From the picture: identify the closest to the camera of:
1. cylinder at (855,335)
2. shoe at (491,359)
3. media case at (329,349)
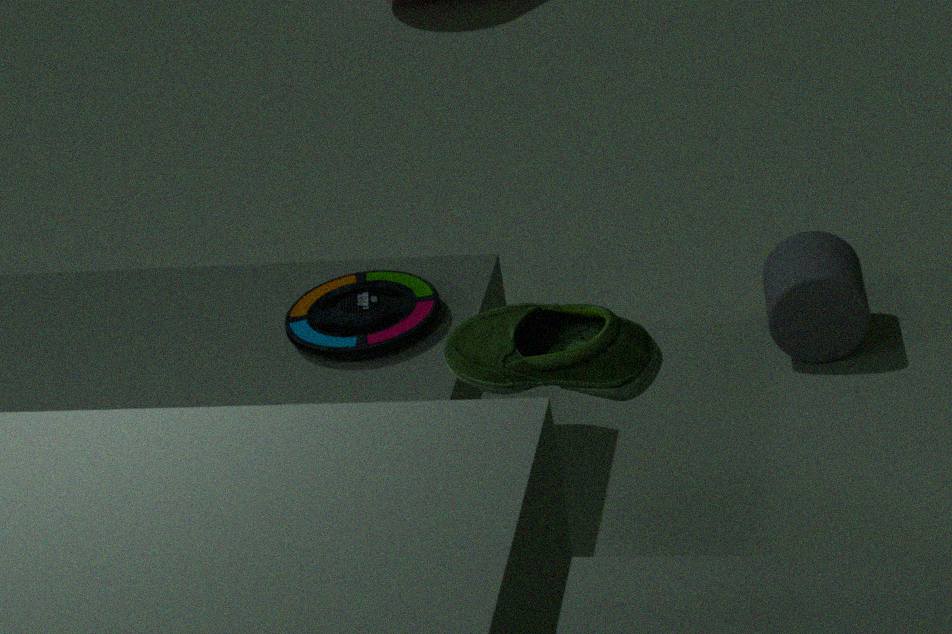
shoe at (491,359)
